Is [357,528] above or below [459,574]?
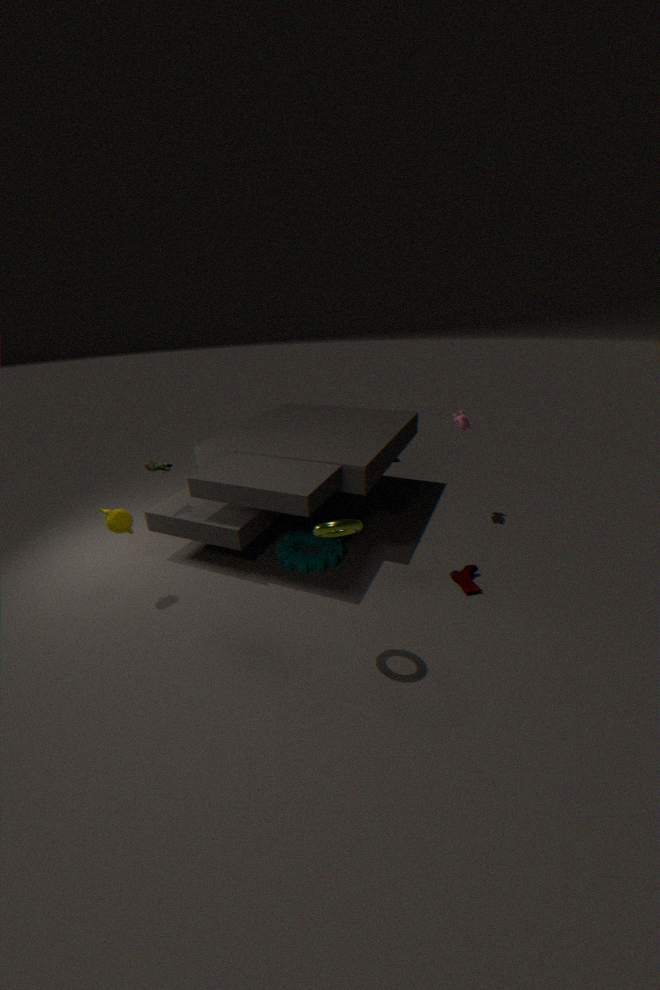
above
